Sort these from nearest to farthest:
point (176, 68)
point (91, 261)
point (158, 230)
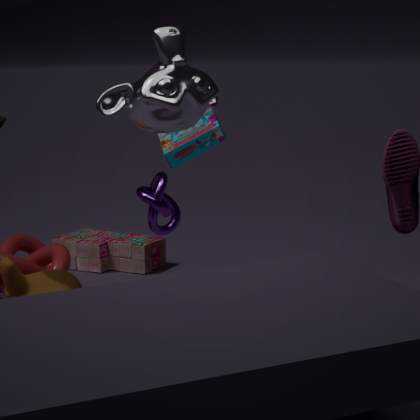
point (176, 68) < point (158, 230) < point (91, 261)
